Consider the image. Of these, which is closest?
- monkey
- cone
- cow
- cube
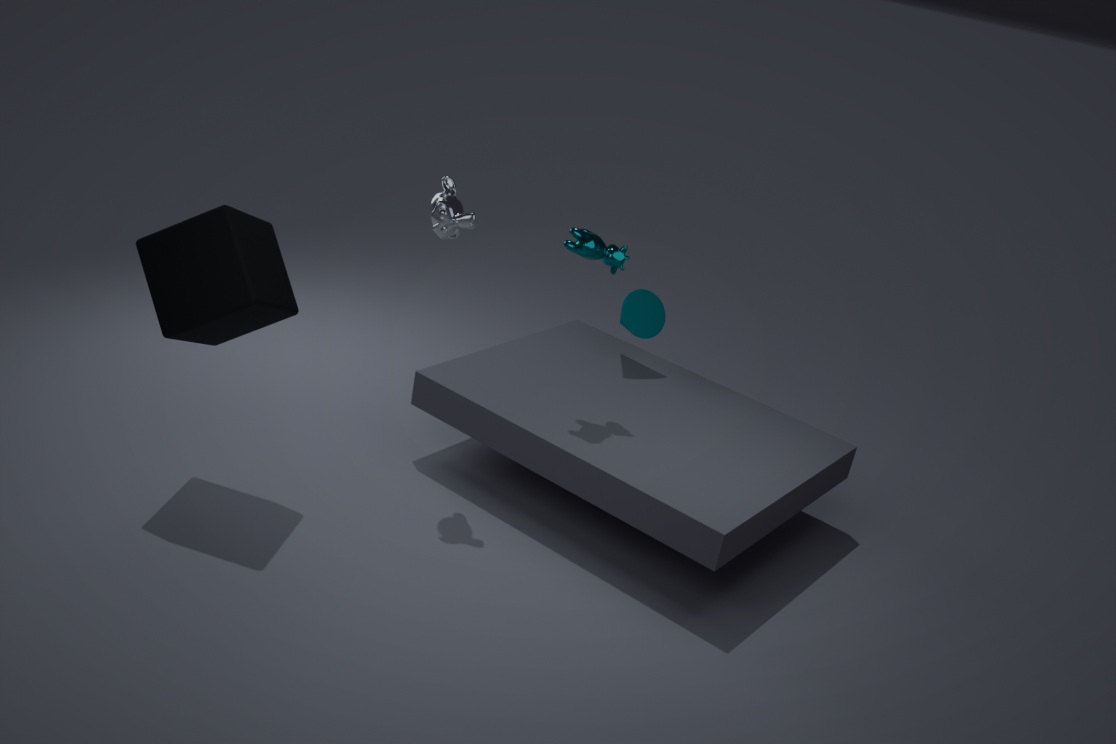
cube
